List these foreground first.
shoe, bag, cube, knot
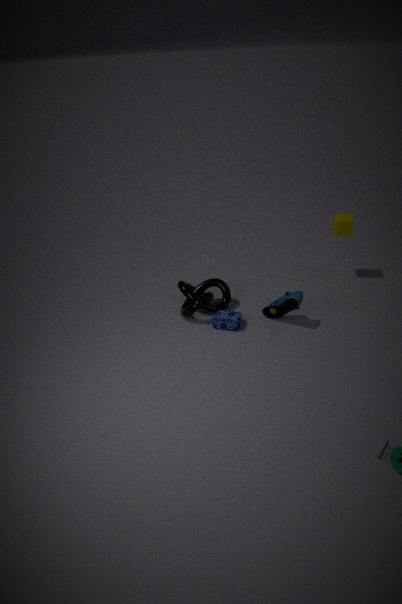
shoe
bag
knot
cube
